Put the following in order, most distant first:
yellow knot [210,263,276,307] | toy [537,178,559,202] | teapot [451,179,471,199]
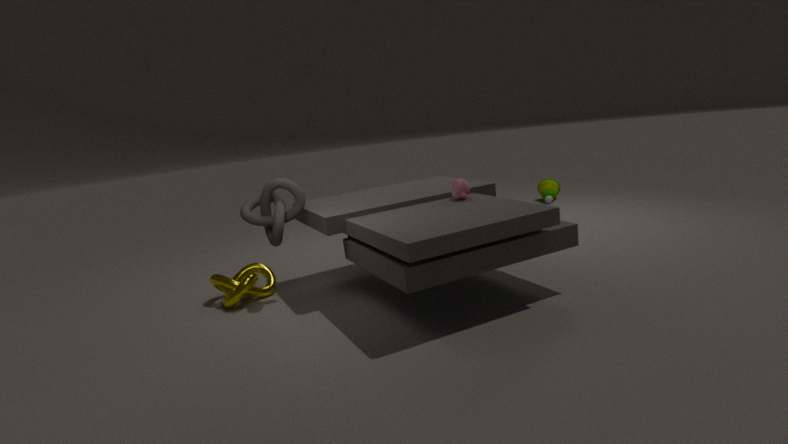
toy [537,178,559,202]
yellow knot [210,263,276,307]
teapot [451,179,471,199]
